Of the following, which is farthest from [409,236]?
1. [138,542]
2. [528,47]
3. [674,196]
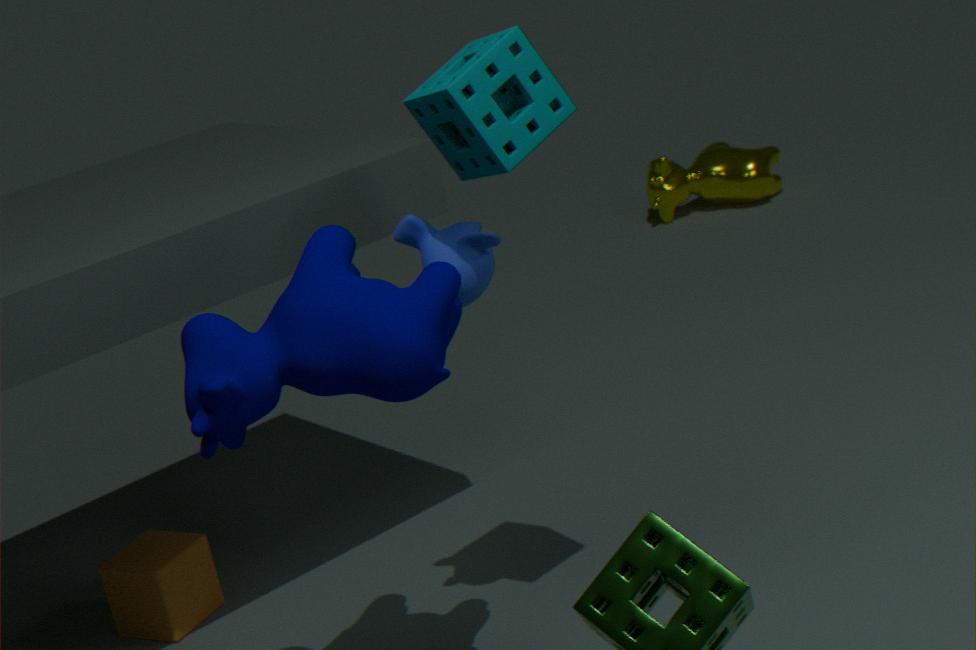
[674,196]
